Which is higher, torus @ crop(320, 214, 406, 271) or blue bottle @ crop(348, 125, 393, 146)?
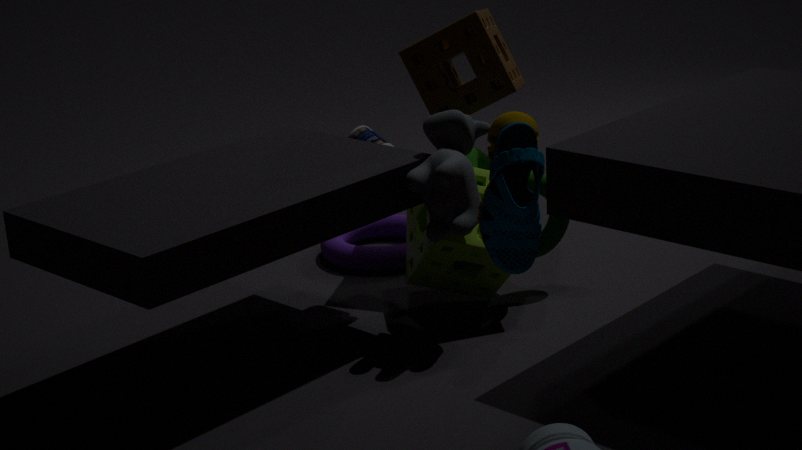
blue bottle @ crop(348, 125, 393, 146)
